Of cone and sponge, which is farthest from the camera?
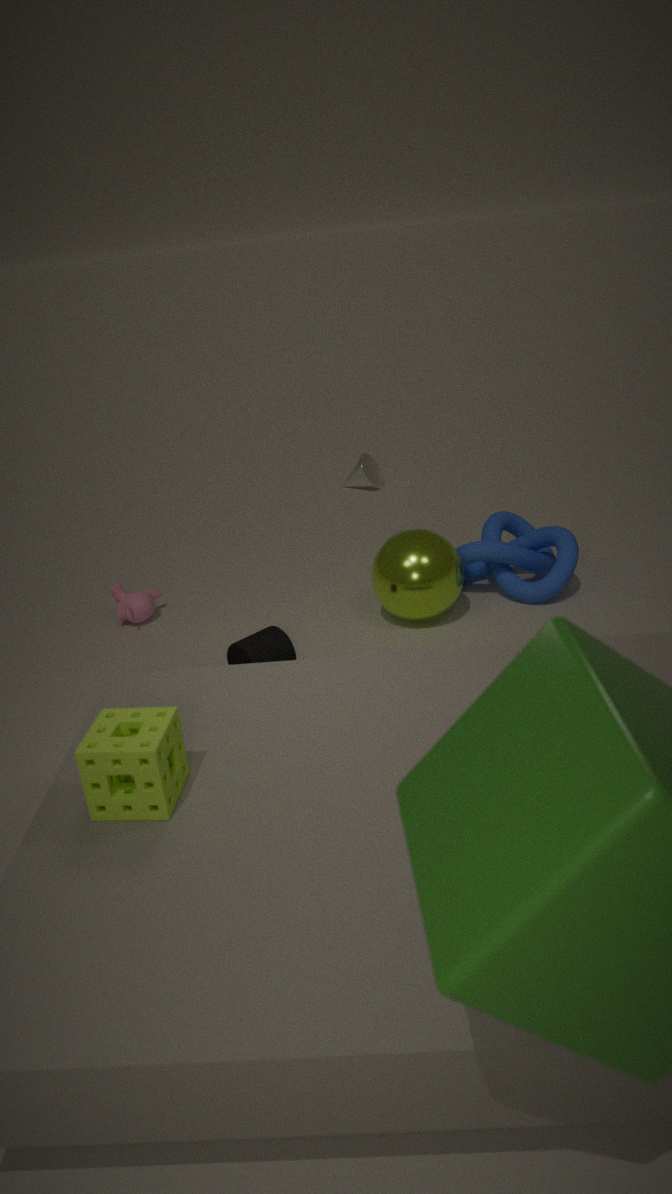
cone
